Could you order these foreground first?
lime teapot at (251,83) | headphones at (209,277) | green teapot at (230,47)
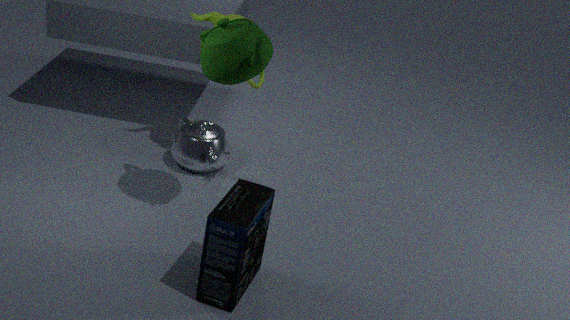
headphones at (209,277) < green teapot at (230,47) < lime teapot at (251,83)
